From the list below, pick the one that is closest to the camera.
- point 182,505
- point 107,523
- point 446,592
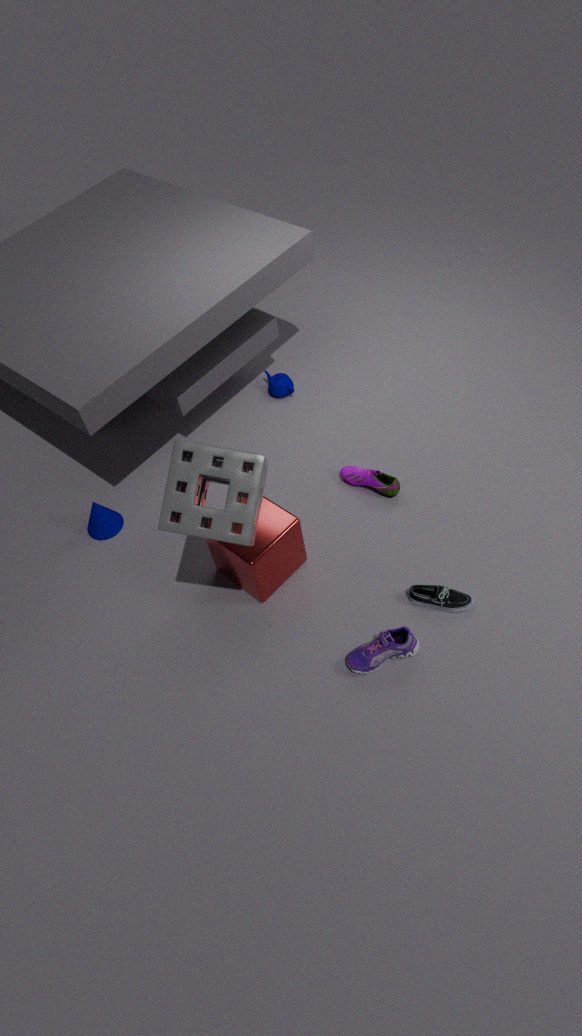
point 182,505
